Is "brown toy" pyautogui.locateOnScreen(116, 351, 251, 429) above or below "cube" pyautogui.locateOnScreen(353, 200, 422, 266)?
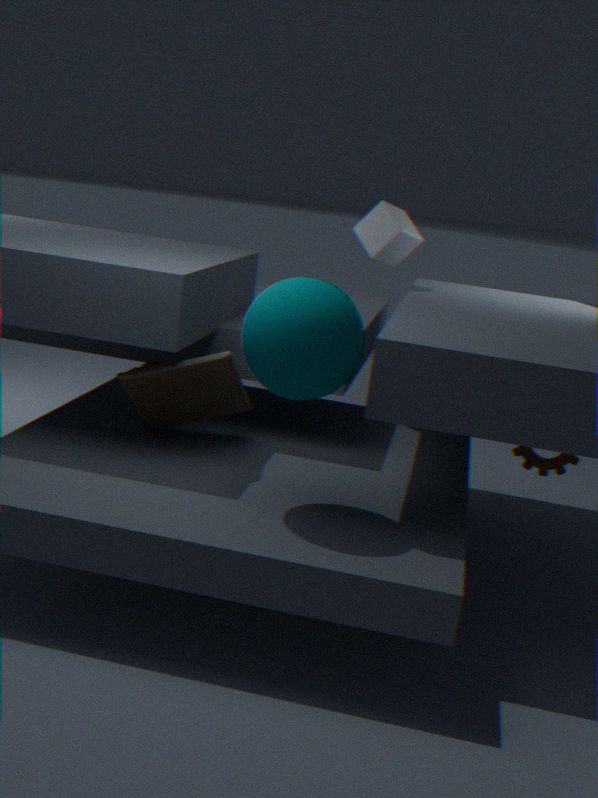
below
